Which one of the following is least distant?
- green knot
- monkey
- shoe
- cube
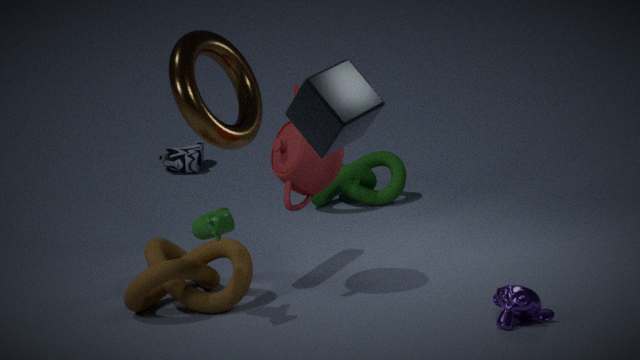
cube
